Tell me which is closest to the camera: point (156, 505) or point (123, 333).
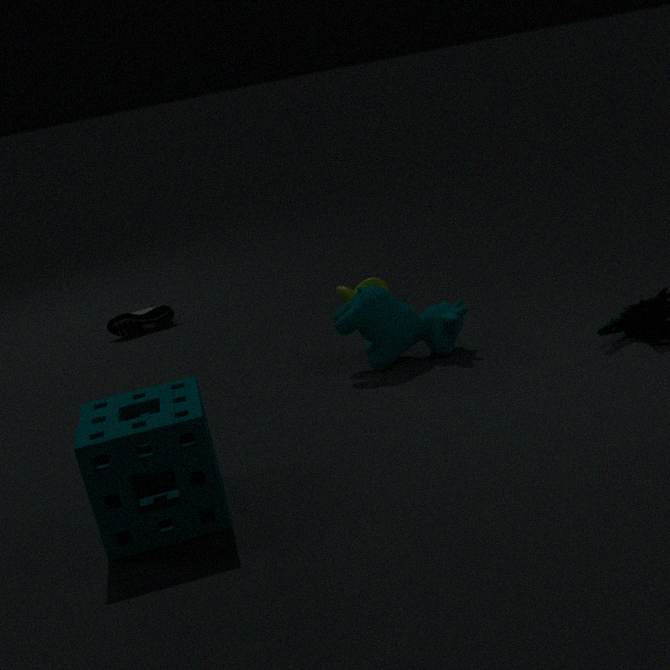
point (156, 505)
